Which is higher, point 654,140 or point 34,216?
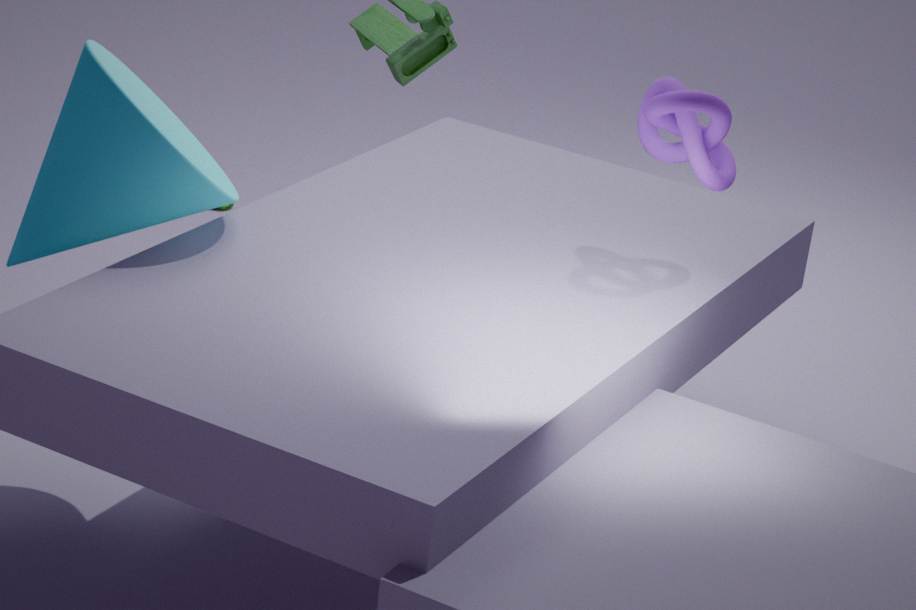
point 654,140
